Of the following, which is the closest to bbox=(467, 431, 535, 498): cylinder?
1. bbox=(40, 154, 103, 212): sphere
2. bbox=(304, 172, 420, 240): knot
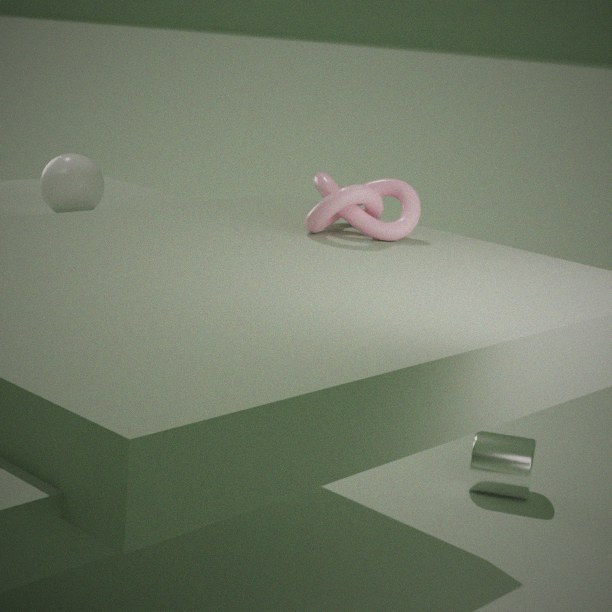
bbox=(304, 172, 420, 240): knot
